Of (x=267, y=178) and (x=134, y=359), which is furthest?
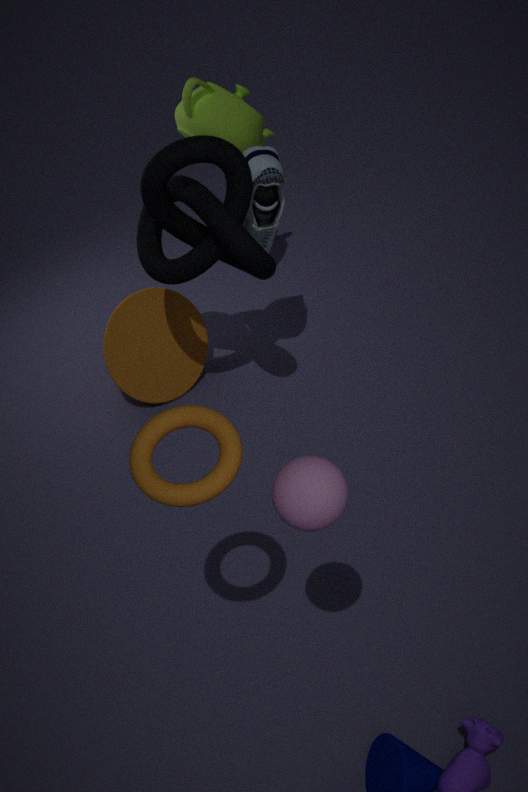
(x=134, y=359)
